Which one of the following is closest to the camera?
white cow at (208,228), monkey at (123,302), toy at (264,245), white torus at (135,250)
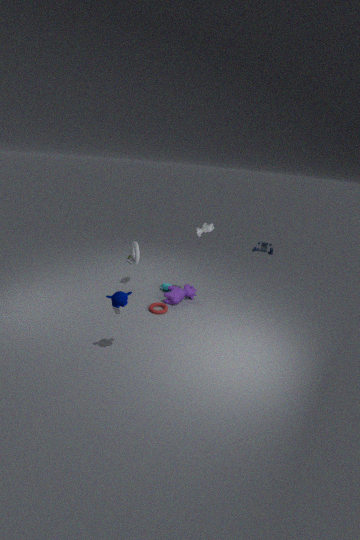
monkey at (123,302)
